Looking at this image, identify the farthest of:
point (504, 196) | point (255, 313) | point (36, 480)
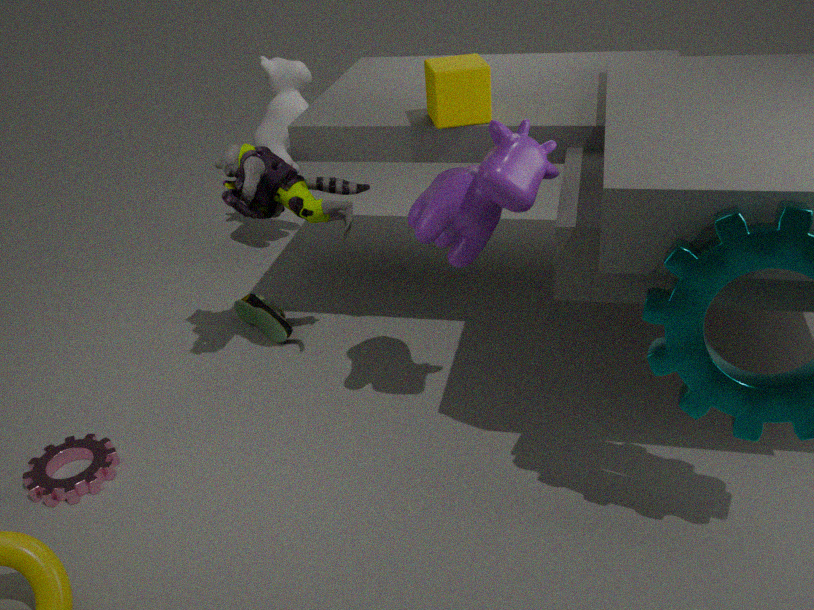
point (255, 313)
